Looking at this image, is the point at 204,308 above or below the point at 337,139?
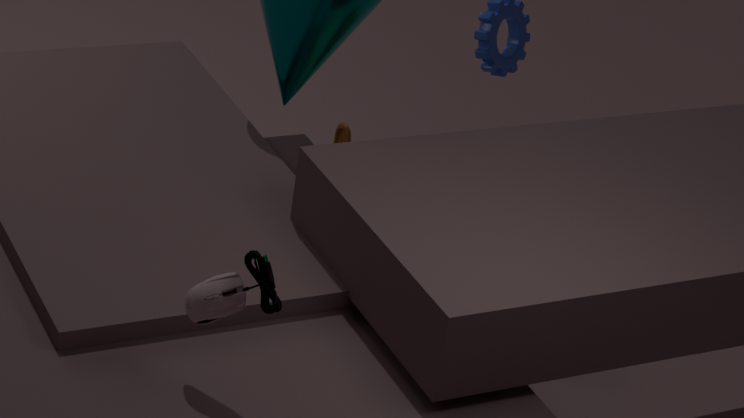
above
